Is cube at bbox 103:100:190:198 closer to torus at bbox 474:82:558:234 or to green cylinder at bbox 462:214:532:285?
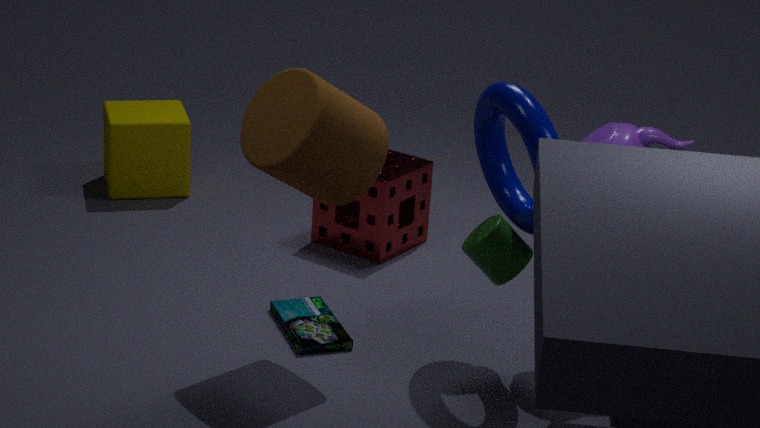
torus at bbox 474:82:558:234
